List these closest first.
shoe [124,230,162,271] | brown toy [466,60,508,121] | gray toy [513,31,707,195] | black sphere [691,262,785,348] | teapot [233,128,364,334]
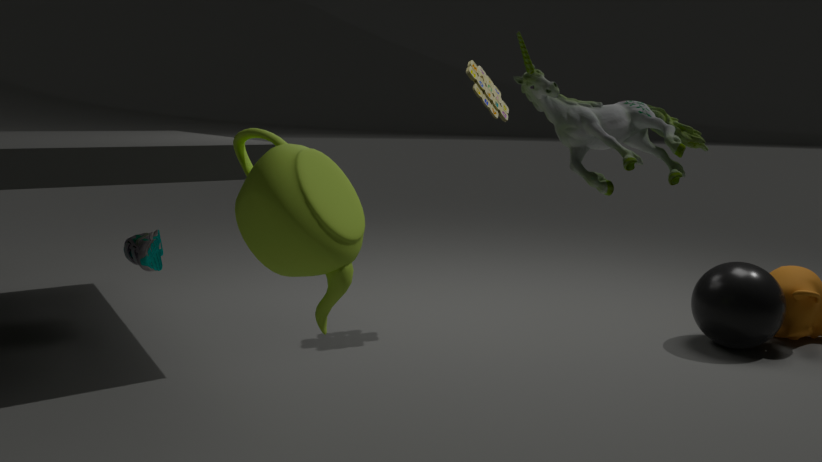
teapot [233,128,364,334] → gray toy [513,31,707,195] → black sphere [691,262,785,348] → shoe [124,230,162,271] → brown toy [466,60,508,121]
